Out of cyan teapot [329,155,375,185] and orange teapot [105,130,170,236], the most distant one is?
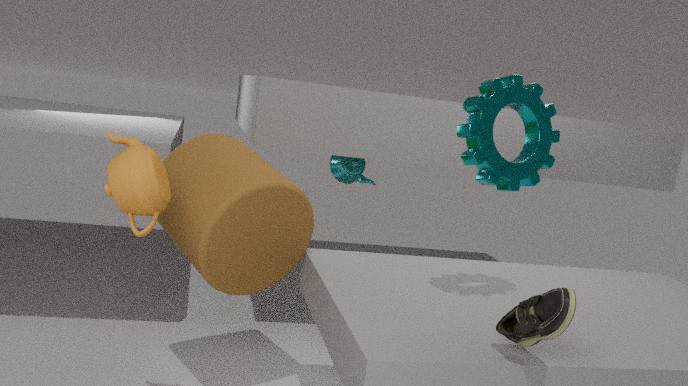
cyan teapot [329,155,375,185]
